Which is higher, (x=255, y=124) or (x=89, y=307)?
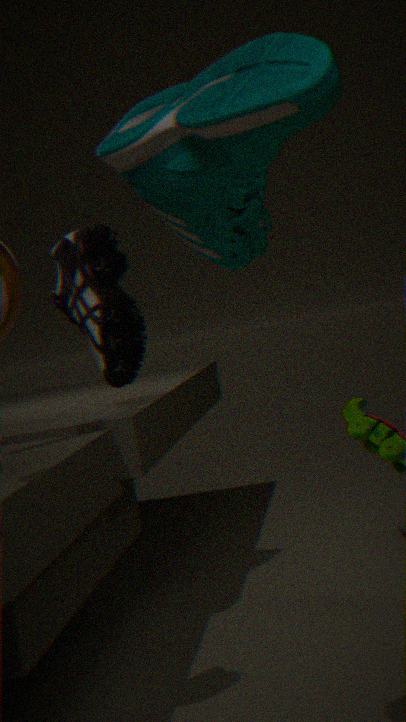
(x=255, y=124)
